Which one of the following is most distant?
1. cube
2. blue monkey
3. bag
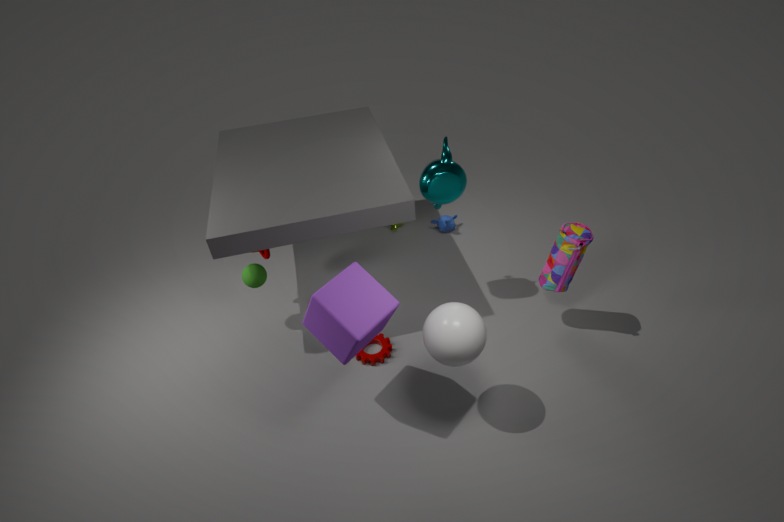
blue monkey
